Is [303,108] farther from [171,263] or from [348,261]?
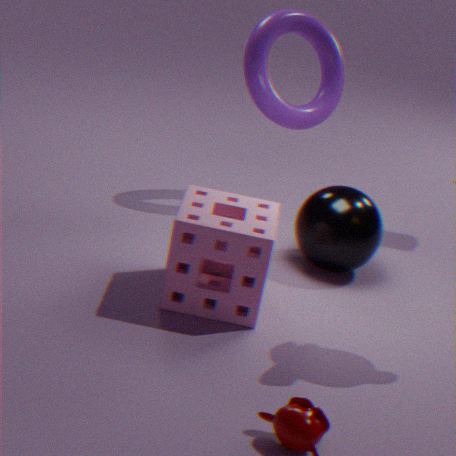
[171,263]
